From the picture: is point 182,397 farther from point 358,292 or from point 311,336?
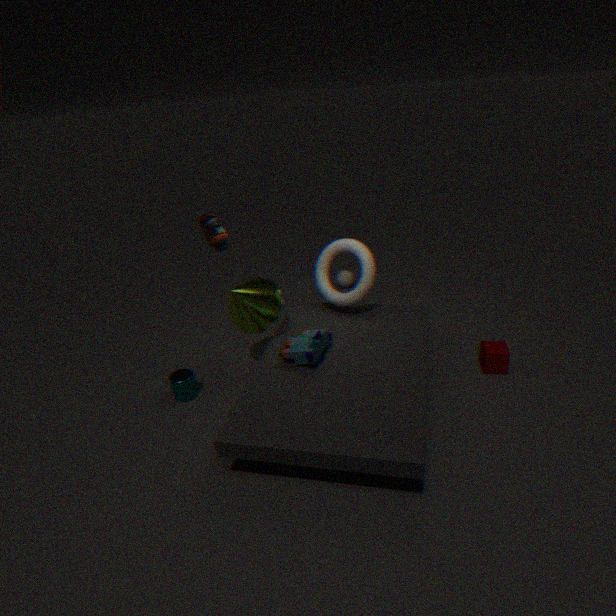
point 358,292
